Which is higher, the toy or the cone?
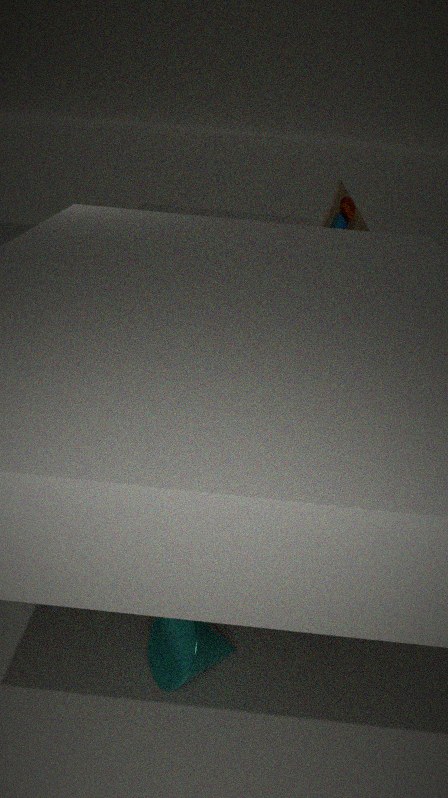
the toy
